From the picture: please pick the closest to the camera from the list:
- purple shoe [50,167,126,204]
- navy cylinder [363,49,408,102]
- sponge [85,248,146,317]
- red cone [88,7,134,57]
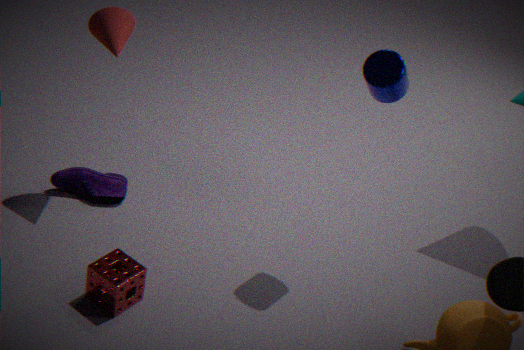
navy cylinder [363,49,408,102]
